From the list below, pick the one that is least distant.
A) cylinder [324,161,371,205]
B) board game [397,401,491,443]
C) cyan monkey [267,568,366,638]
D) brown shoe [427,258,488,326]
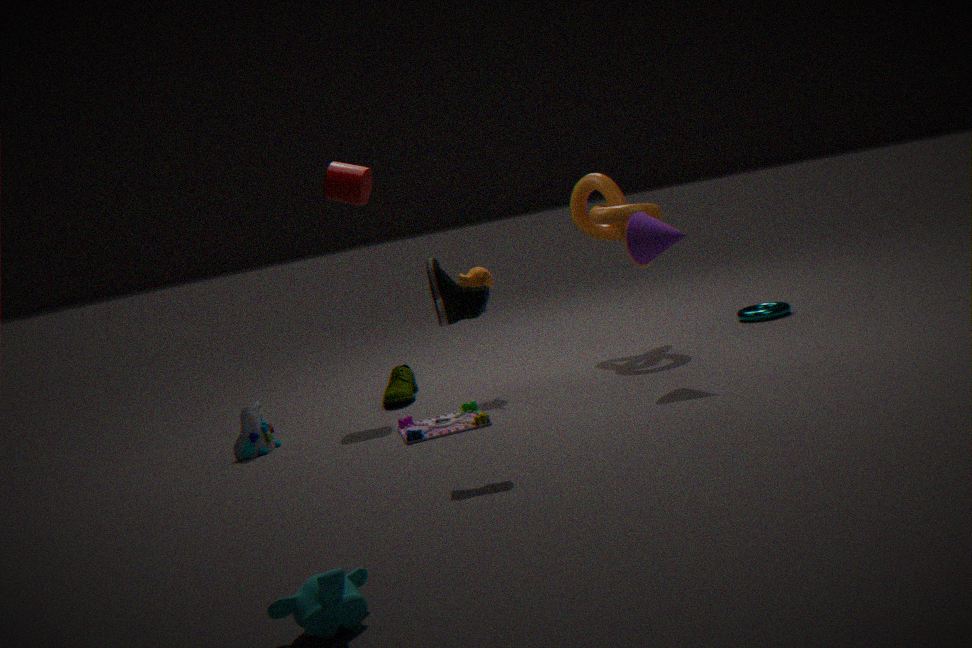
cyan monkey [267,568,366,638]
